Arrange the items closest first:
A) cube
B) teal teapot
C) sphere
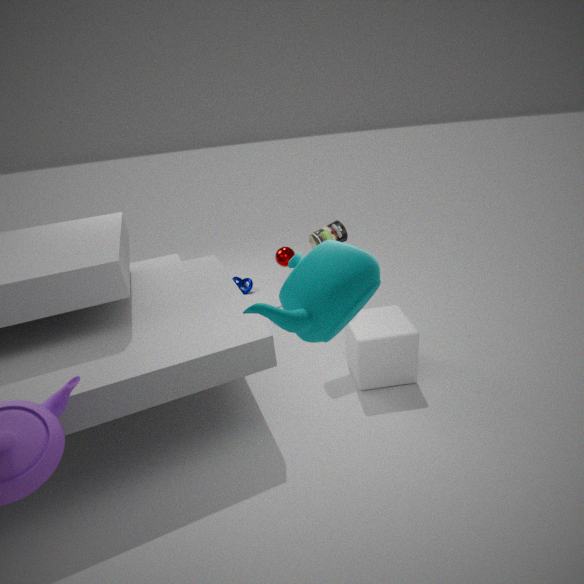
teal teapot < cube < sphere
